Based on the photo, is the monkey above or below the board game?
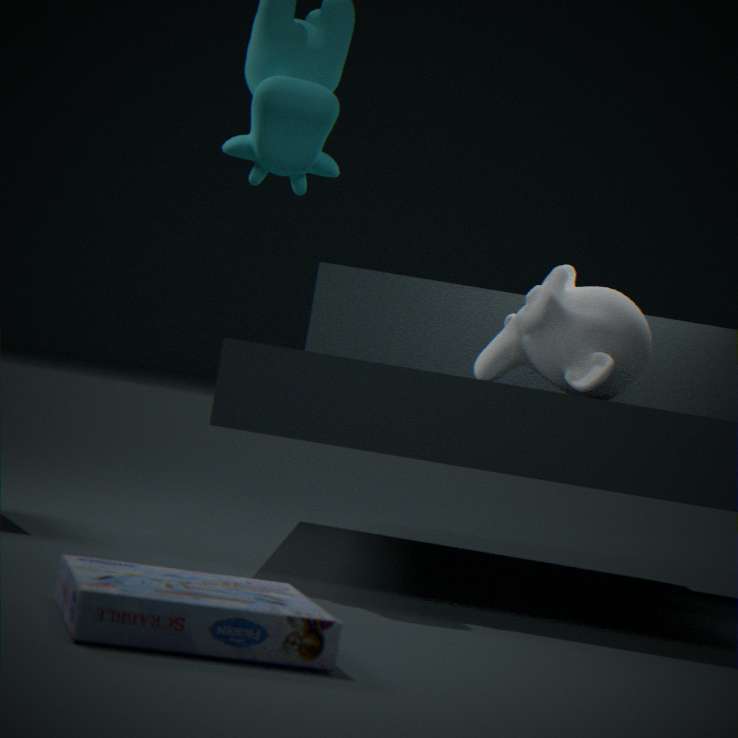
above
